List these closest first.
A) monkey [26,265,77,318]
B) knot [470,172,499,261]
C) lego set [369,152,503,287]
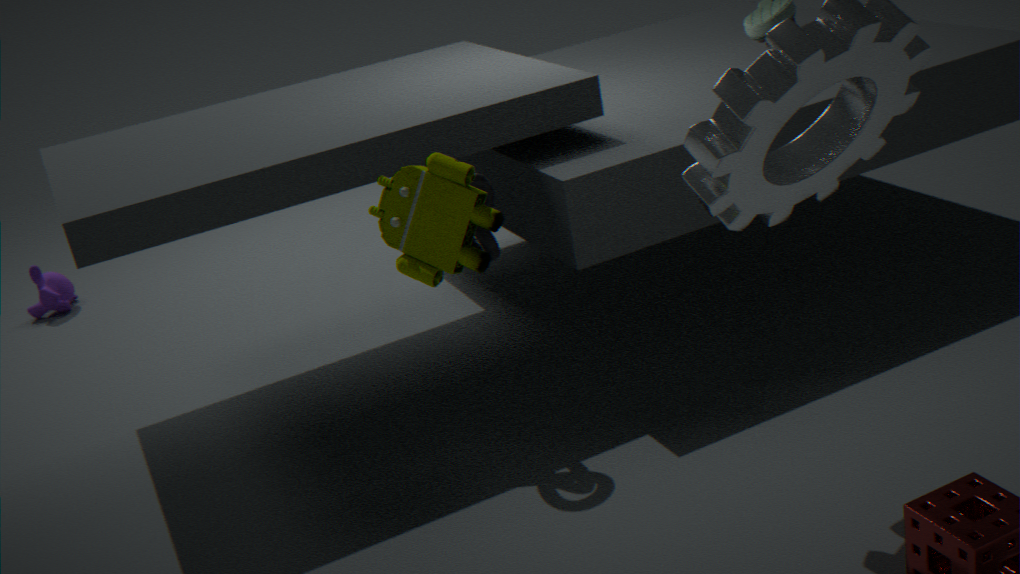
lego set [369,152,503,287], knot [470,172,499,261], monkey [26,265,77,318]
